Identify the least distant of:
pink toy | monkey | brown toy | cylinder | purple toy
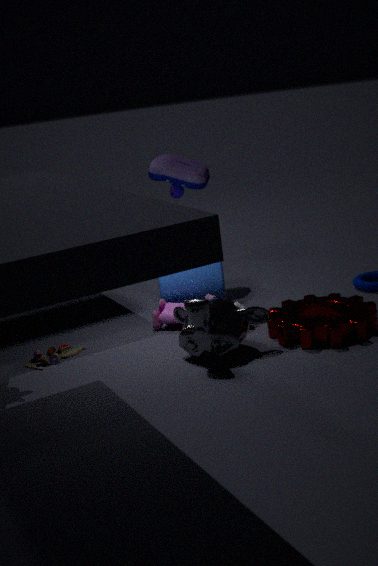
monkey
